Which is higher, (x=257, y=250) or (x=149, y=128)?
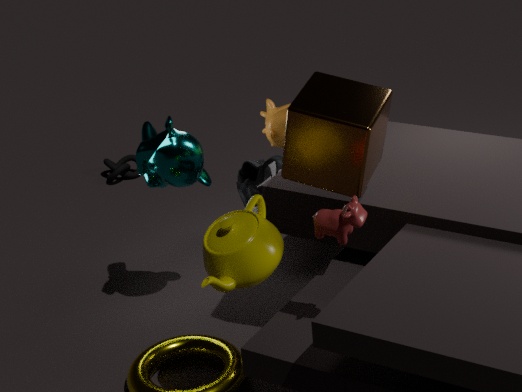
(x=149, y=128)
